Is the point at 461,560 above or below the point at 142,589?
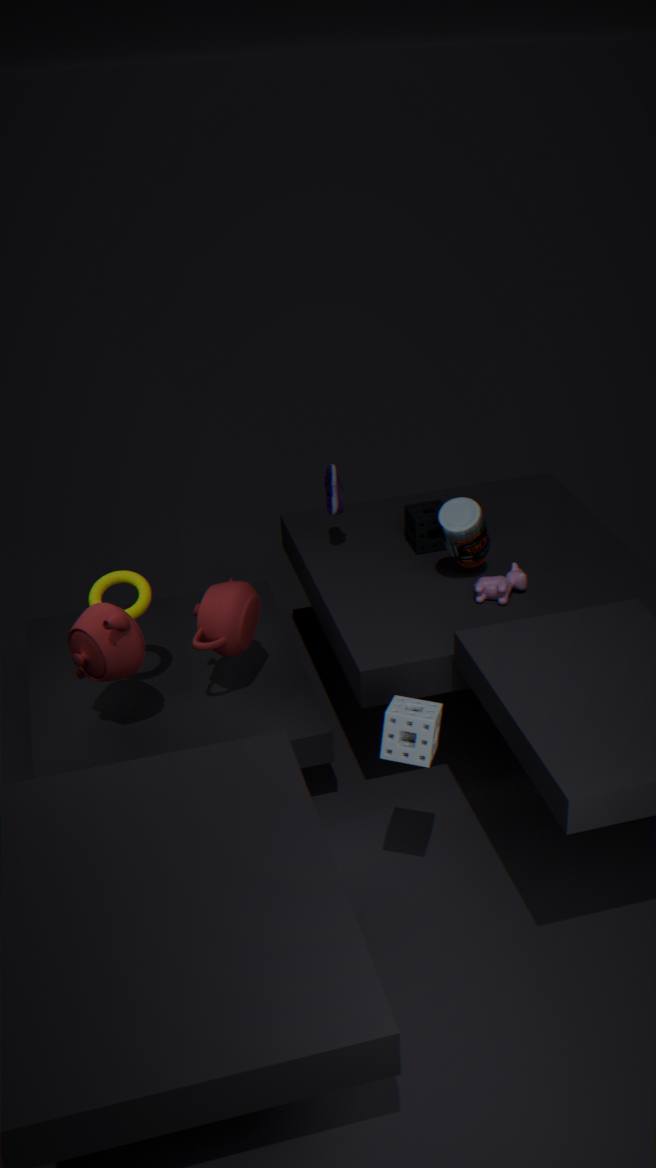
above
